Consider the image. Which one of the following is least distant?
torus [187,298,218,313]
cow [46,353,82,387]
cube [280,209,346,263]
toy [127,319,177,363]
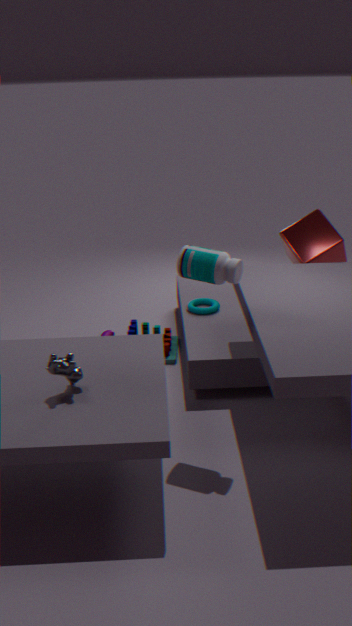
cow [46,353,82,387]
